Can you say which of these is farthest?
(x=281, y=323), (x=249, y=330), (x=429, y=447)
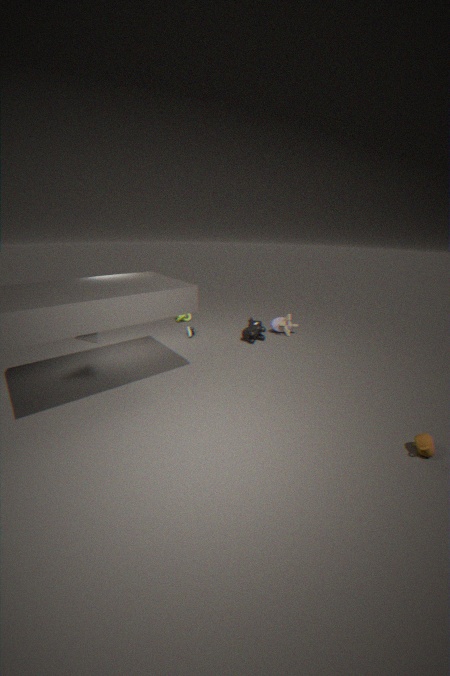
(x=281, y=323)
